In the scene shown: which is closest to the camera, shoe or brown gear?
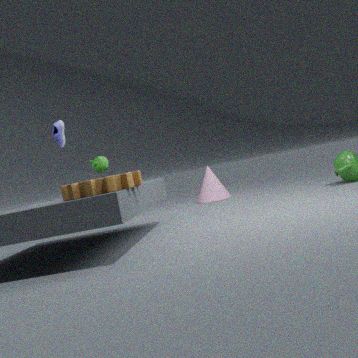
brown gear
